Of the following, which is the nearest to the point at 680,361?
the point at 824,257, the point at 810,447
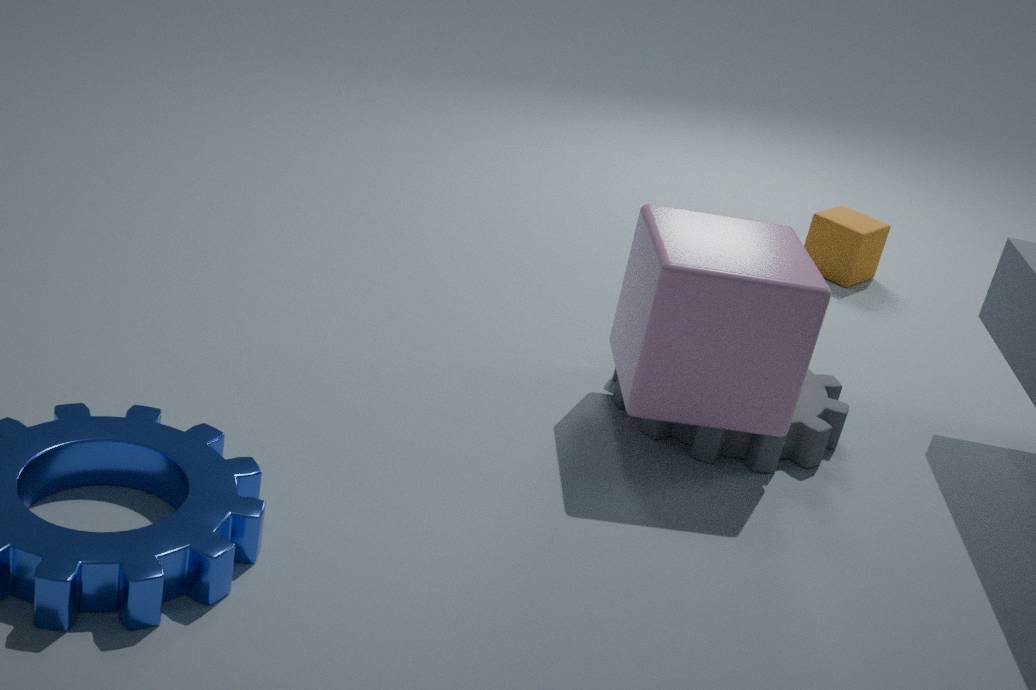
the point at 810,447
